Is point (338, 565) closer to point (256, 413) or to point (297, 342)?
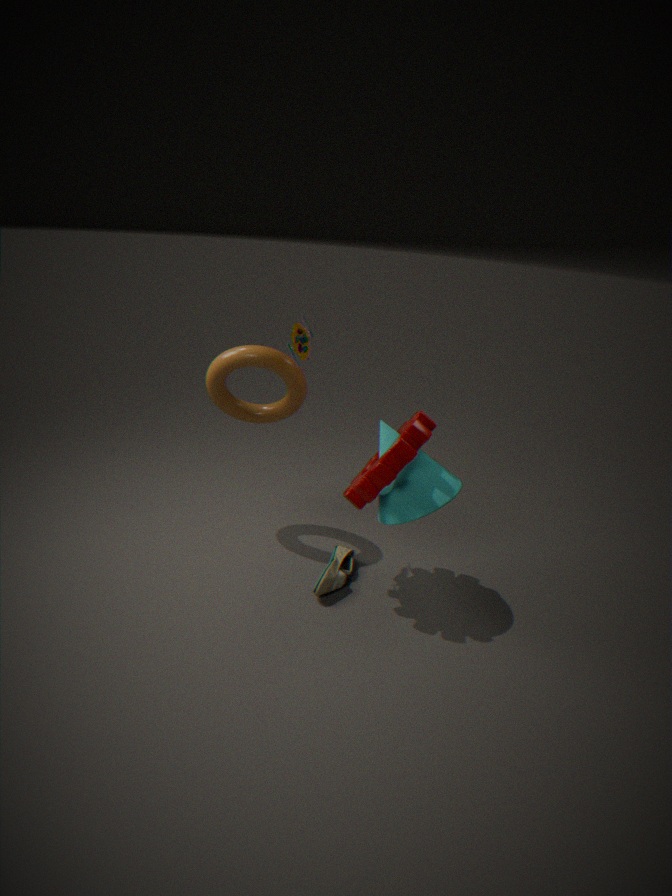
point (256, 413)
